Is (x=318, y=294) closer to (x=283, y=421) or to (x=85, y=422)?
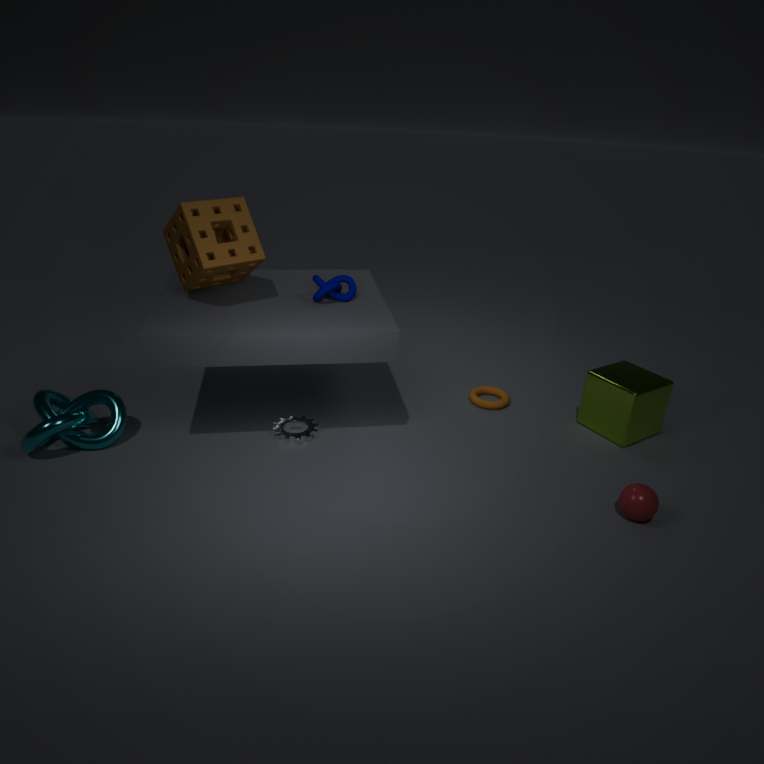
(x=283, y=421)
